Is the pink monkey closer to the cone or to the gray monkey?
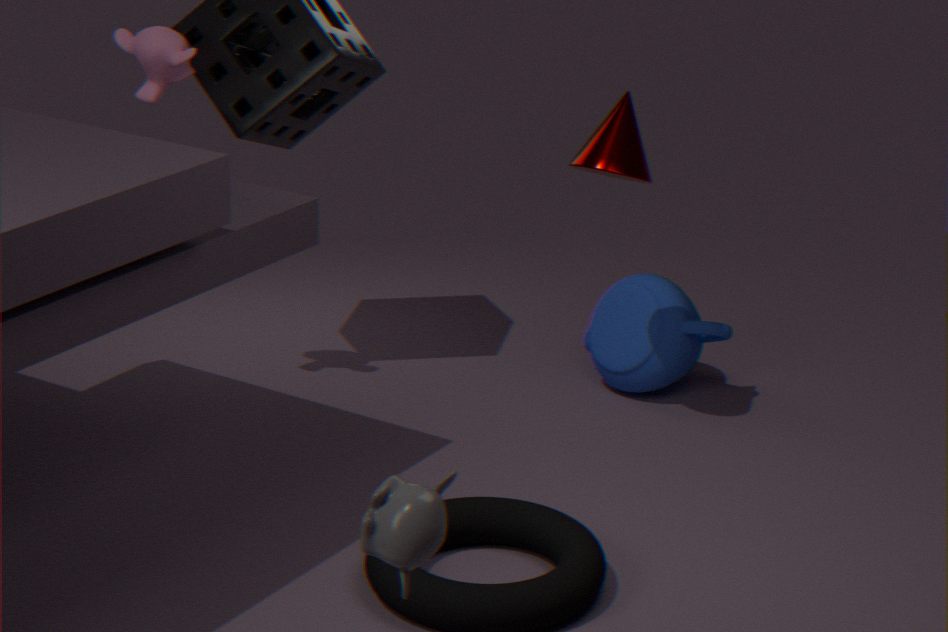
the cone
